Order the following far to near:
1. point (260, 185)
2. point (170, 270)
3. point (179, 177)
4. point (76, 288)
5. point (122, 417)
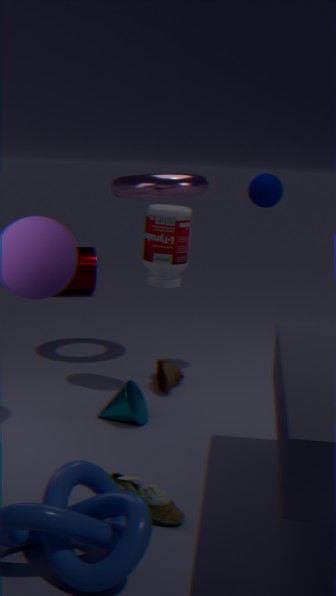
1. point (76, 288)
2. point (179, 177)
3. point (260, 185)
4. point (170, 270)
5. point (122, 417)
